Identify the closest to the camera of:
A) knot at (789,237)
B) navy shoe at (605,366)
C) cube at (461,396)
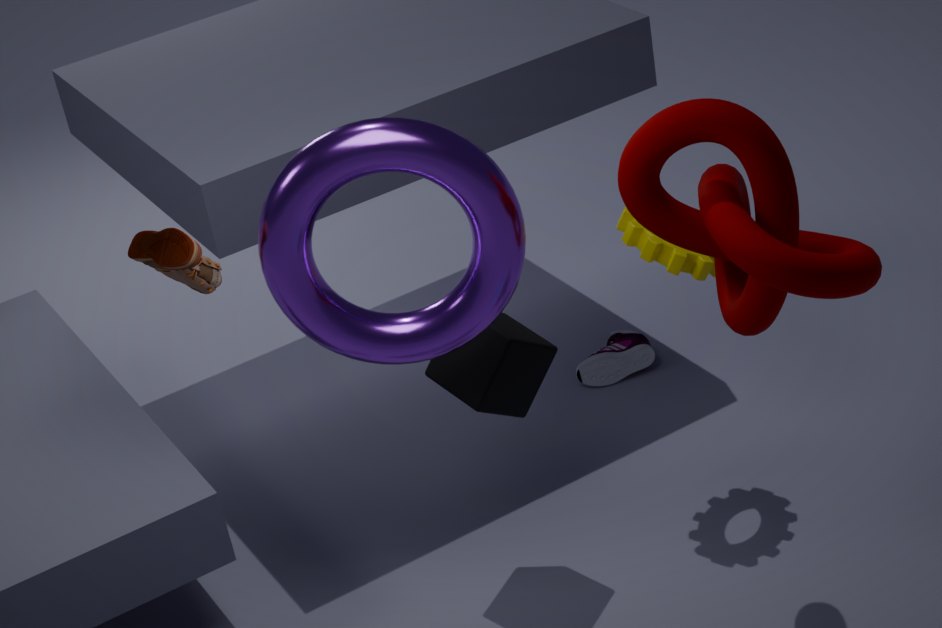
knot at (789,237)
